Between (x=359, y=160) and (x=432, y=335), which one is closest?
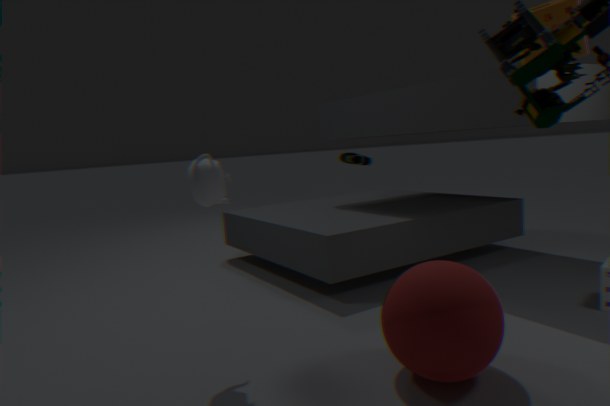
(x=432, y=335)
